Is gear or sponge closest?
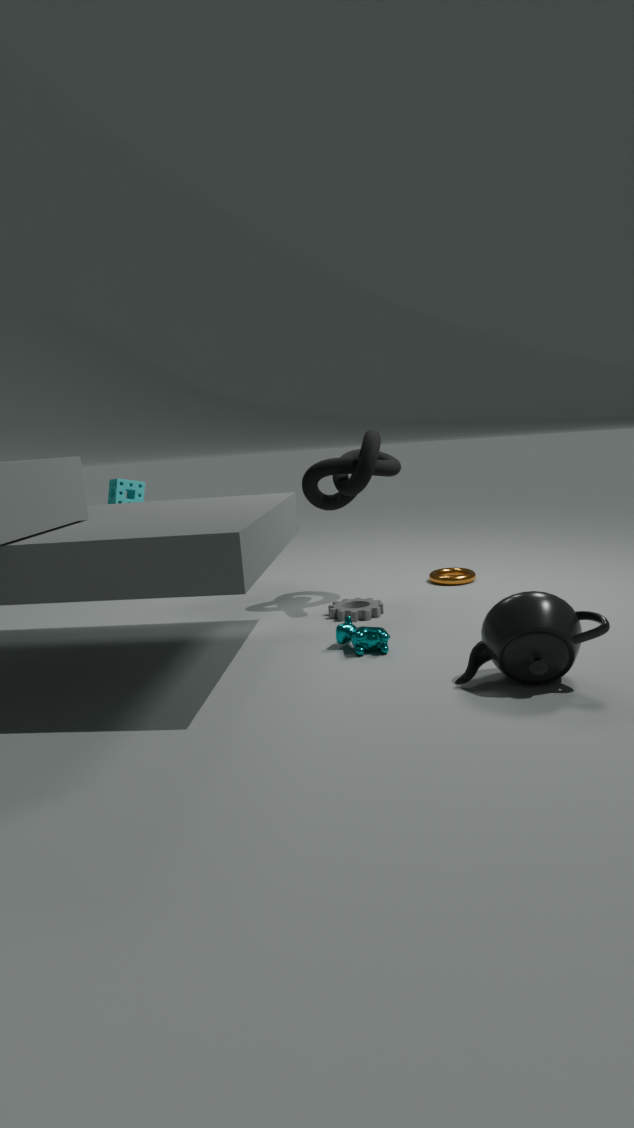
gear
